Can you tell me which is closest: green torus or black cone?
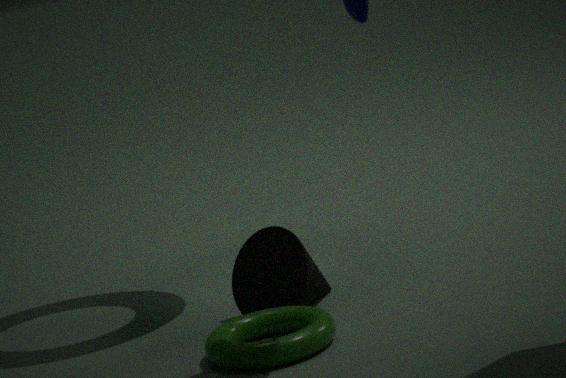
green torus
